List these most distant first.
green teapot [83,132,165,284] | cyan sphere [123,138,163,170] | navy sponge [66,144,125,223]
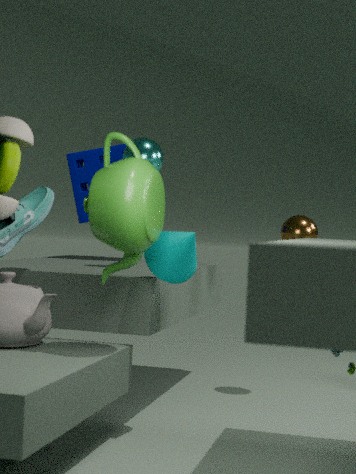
1. navy sponge [66,144,125,223]
2. cyan sphere [123,138,163,170]
3. green teapot [83,132,165,284]
